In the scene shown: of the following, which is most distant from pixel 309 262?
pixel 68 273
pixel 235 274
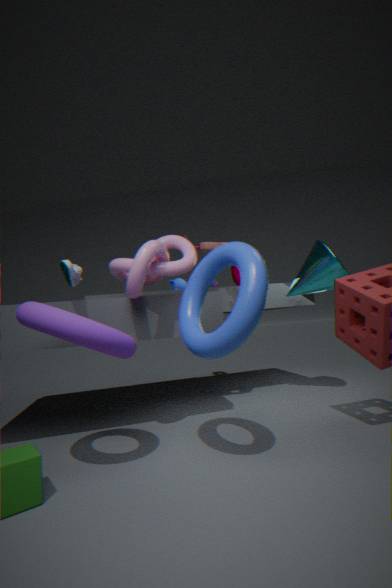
pixel 68 273
